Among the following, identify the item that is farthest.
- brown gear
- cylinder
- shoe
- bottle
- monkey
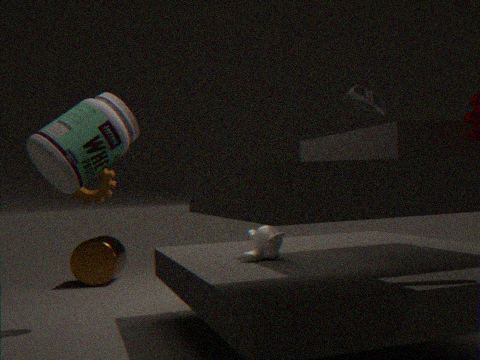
cylinder
